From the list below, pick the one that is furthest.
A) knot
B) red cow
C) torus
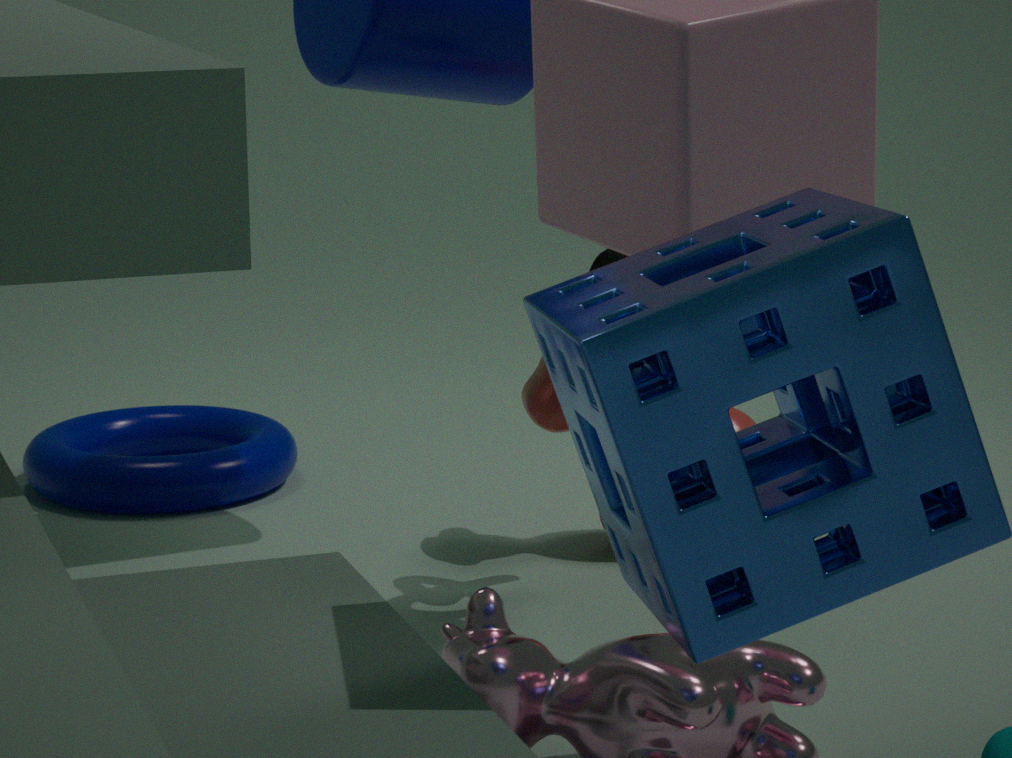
torus
